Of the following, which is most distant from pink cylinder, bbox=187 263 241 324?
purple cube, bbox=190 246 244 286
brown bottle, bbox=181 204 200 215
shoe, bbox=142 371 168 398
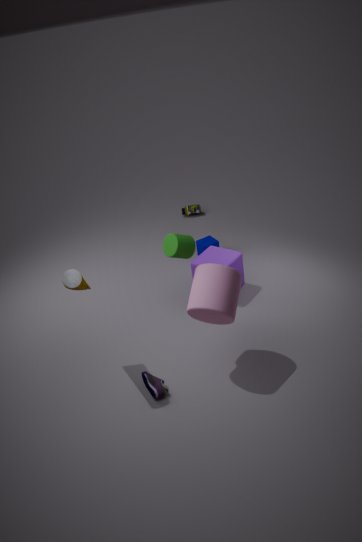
brown bottle, bbox=181 204 200 215
